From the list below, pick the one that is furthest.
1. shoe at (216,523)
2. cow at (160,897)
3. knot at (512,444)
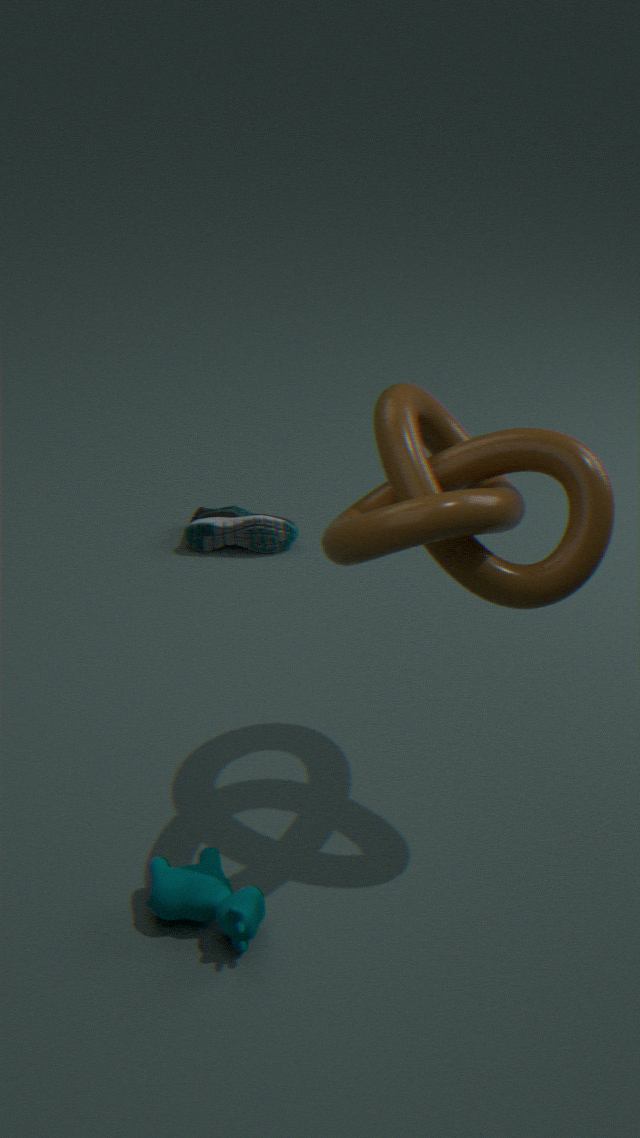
shoe at (216,523)
